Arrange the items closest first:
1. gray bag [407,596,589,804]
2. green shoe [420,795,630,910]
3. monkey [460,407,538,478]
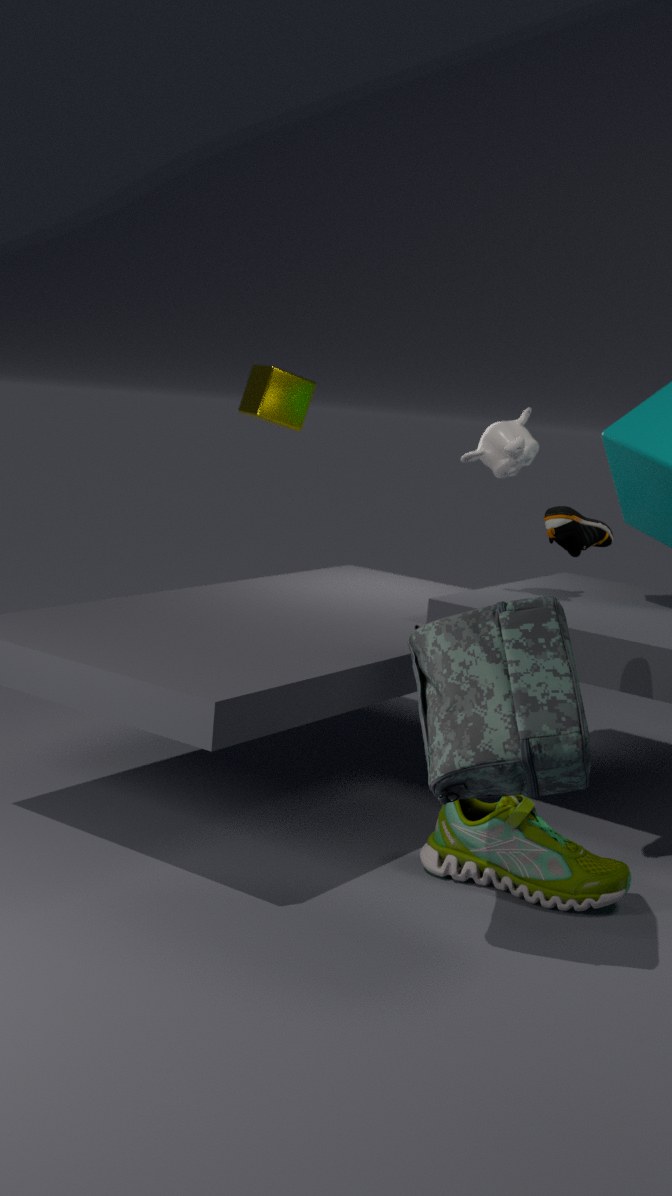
gray bag [407,596,589,804], green shoe [420,795,630,910], monkey [460,407,538,478]
